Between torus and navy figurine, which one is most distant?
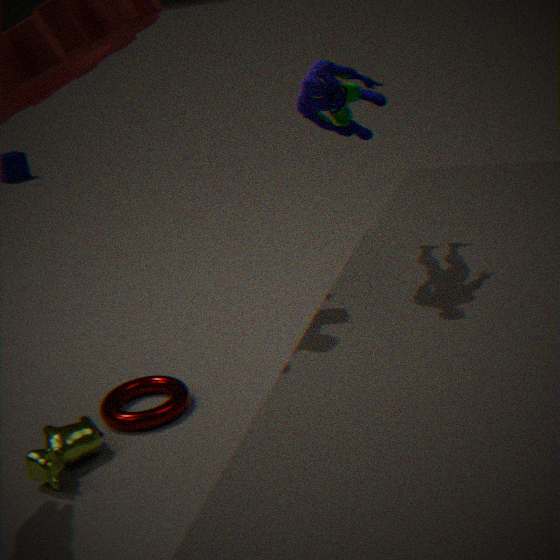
torus
